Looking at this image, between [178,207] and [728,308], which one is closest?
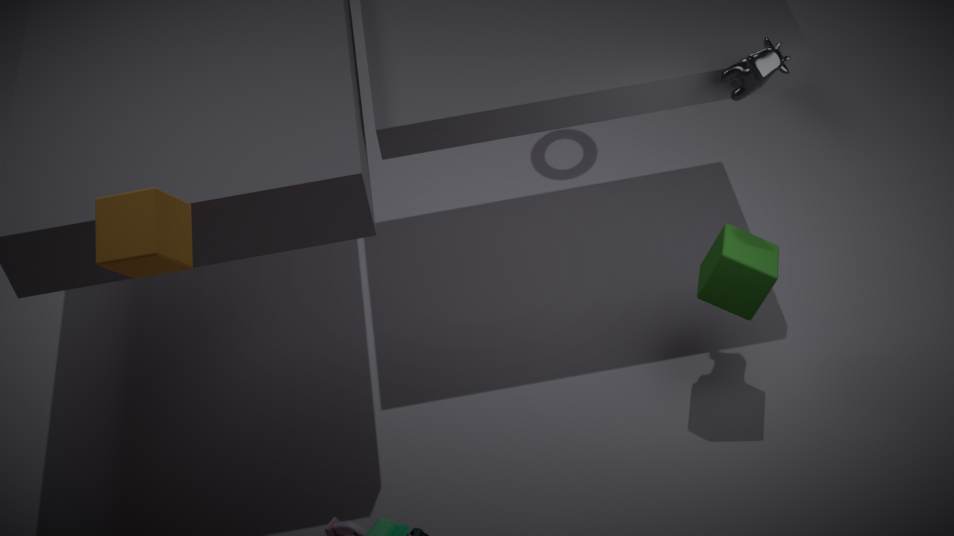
[178,207]
